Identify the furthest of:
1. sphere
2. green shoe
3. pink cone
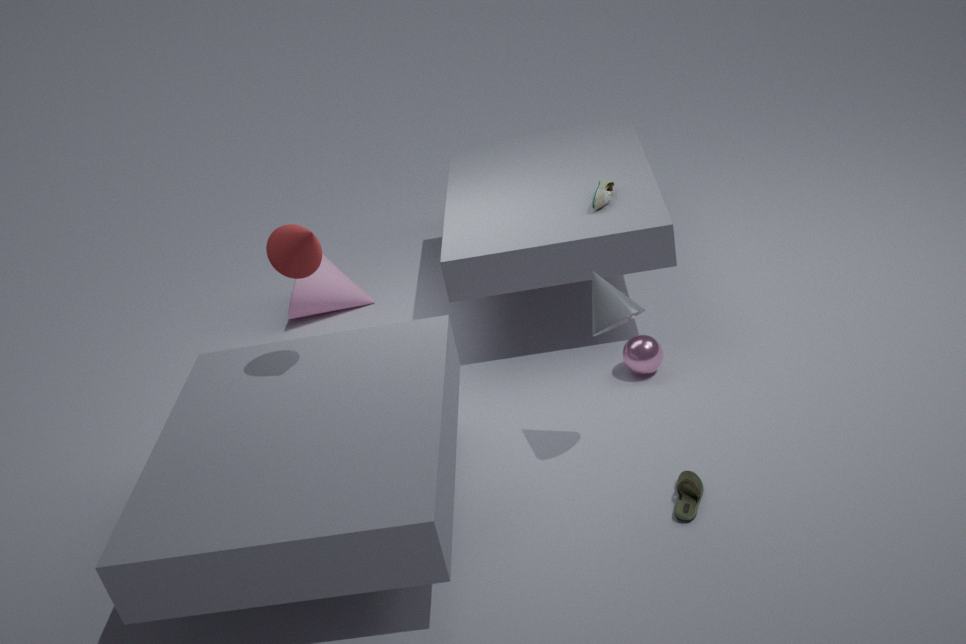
pink cone
